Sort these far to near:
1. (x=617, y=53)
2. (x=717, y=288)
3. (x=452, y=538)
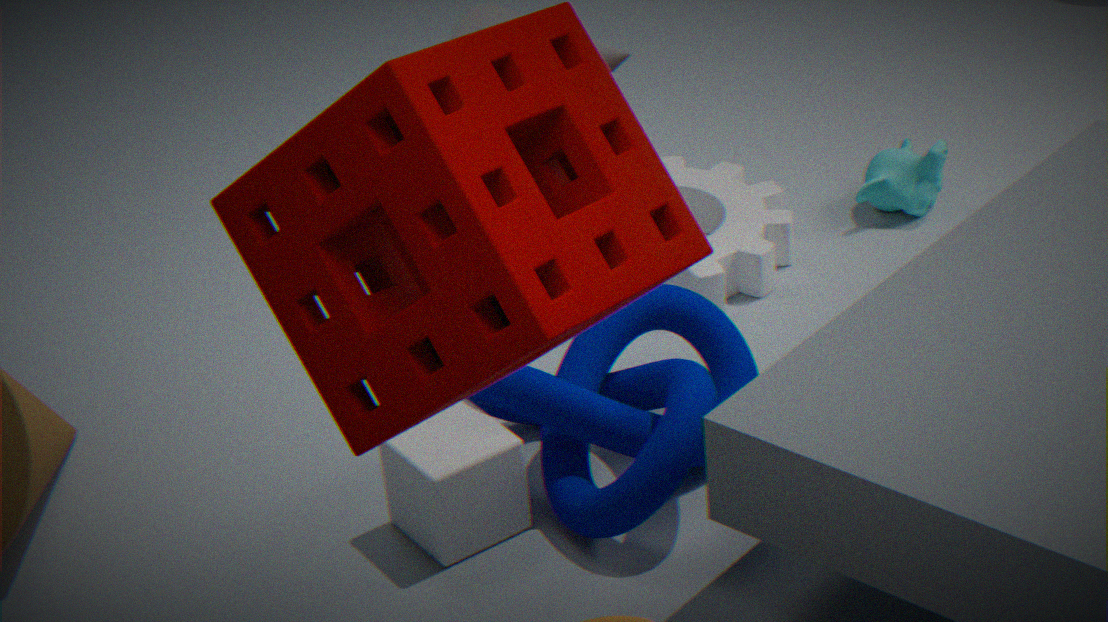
(x=717, y=288) → (x=452, y=538) → (x=617, y=53)
